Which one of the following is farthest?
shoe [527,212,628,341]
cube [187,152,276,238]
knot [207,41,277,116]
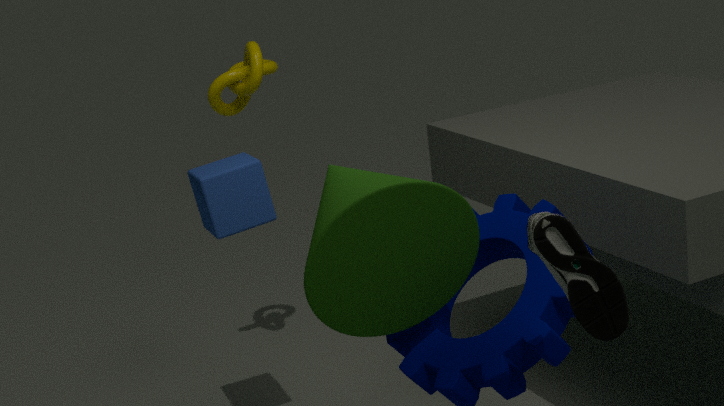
knot [207,41,277,116]
